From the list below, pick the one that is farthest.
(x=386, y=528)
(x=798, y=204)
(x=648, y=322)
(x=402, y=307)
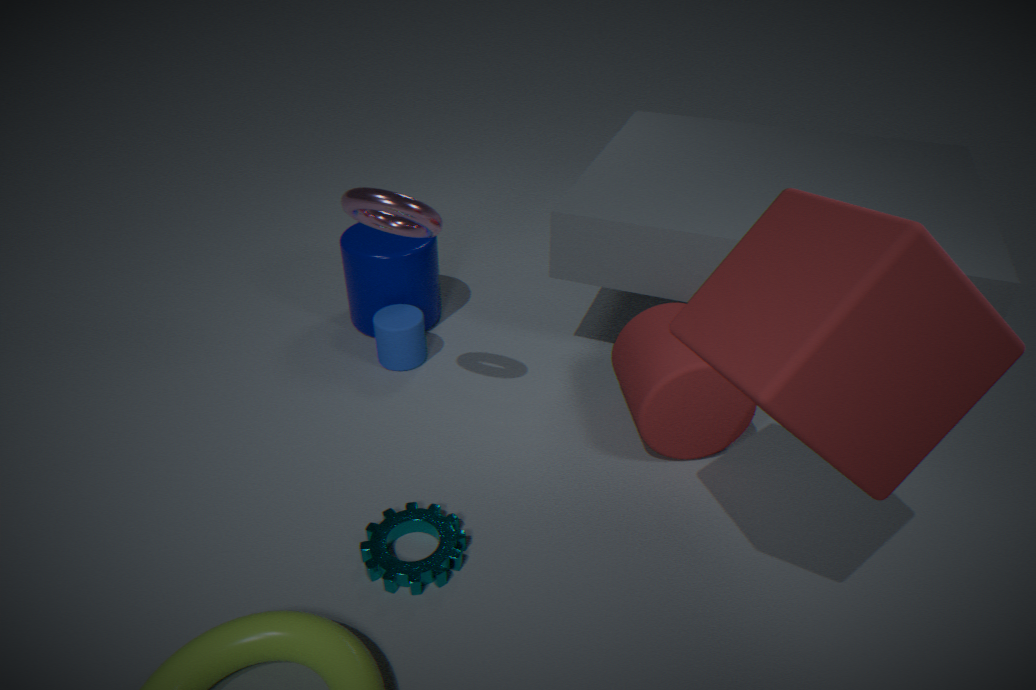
(x=402, y=307)
